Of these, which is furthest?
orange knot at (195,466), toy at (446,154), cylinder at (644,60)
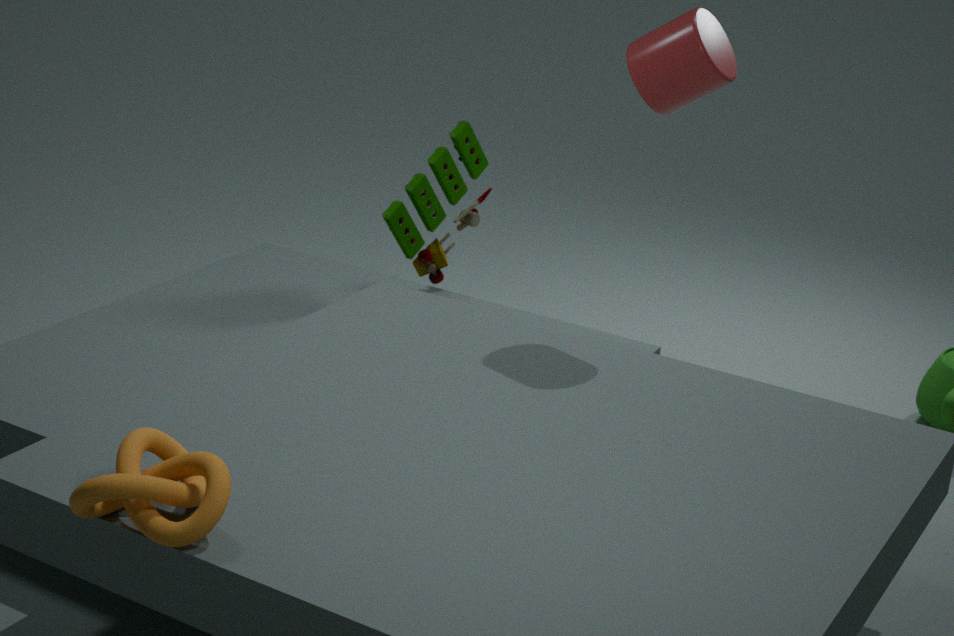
toy at (446,154)
